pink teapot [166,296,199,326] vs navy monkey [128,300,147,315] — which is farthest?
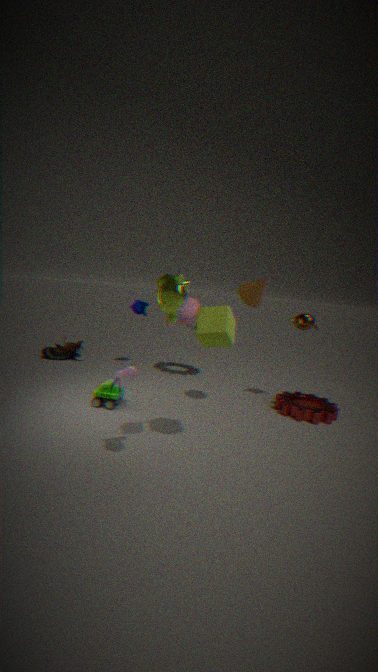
navy monkey [128,300,147,315]
